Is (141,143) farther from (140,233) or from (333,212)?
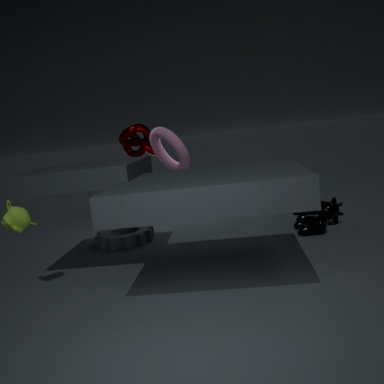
(333,212)
